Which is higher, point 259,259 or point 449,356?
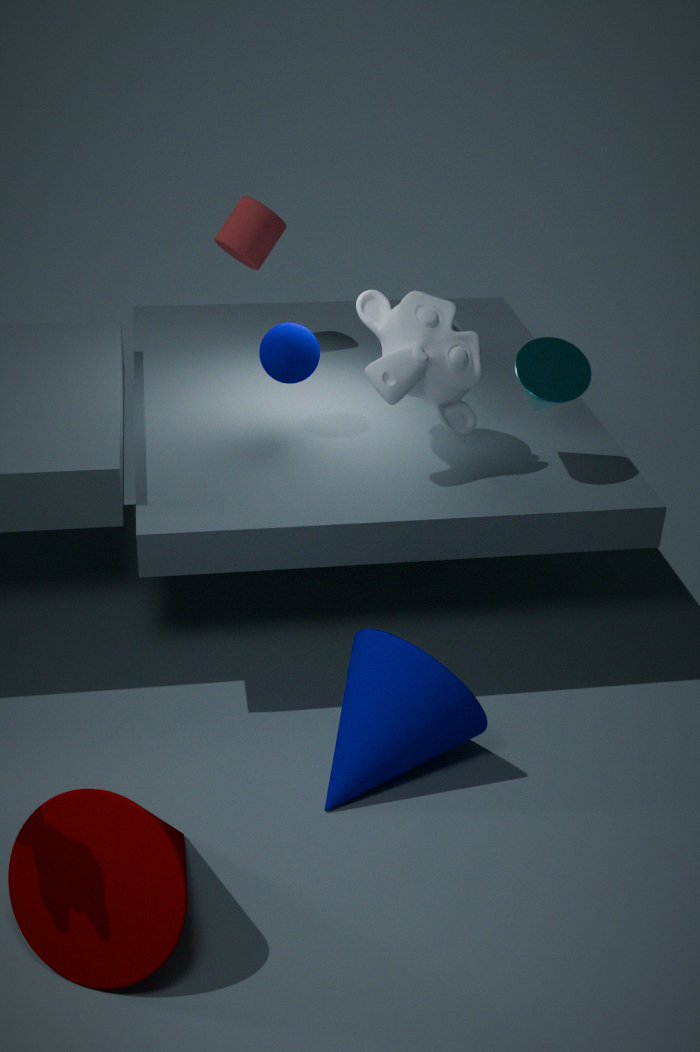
point 259,259
